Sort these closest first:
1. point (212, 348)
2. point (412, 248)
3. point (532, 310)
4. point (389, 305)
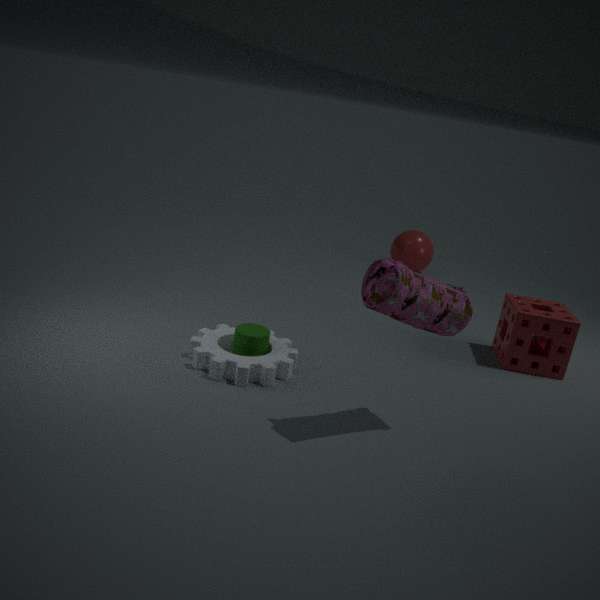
point (389, 305), point (212, 348), point (532, 310), point (412, 248)
